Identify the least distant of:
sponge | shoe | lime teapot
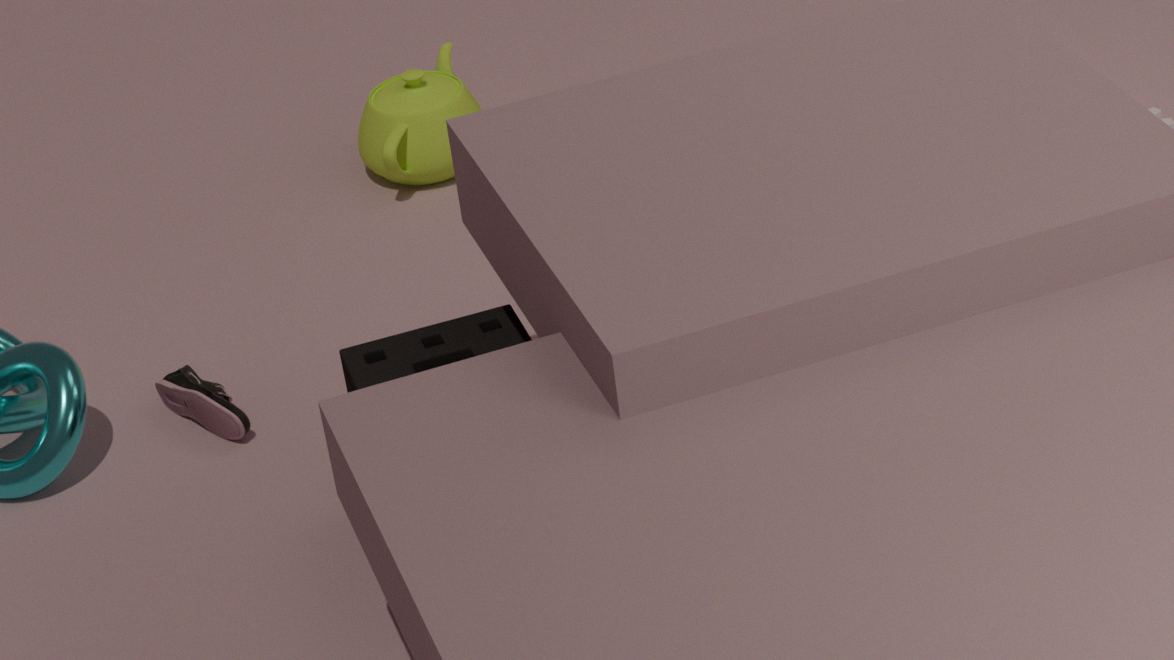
sponge
